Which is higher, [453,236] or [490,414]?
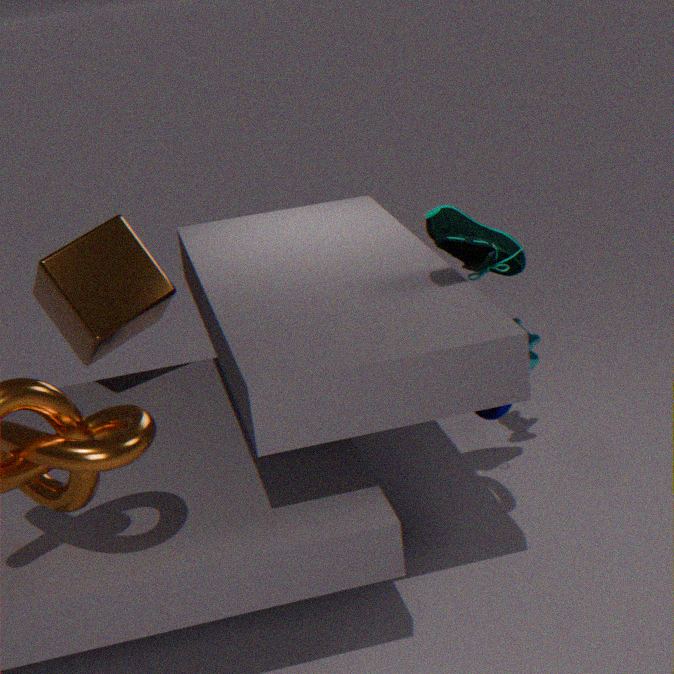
[453,236]
